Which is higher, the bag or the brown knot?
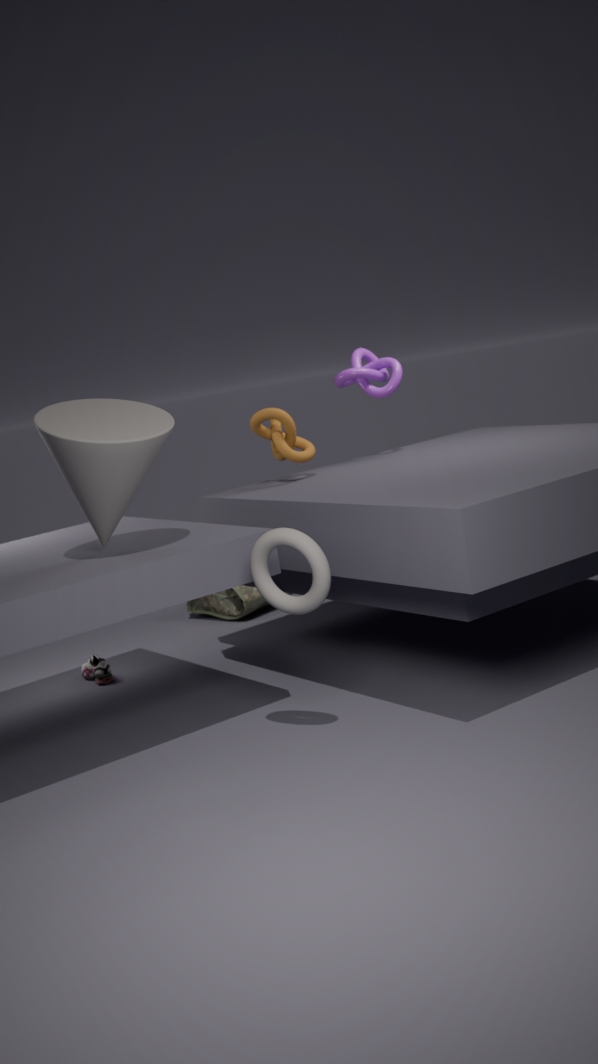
the brown knot
